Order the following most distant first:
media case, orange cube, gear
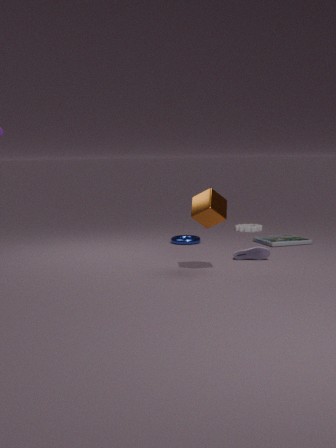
gear < media case < orange cube
